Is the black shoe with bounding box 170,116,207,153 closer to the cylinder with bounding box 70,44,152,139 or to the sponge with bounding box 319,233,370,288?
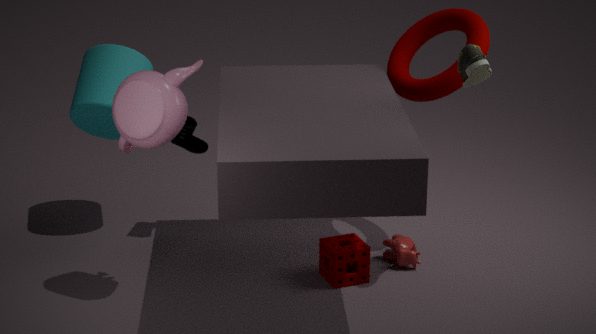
the cylinder with bounding box 70,44,152,139
